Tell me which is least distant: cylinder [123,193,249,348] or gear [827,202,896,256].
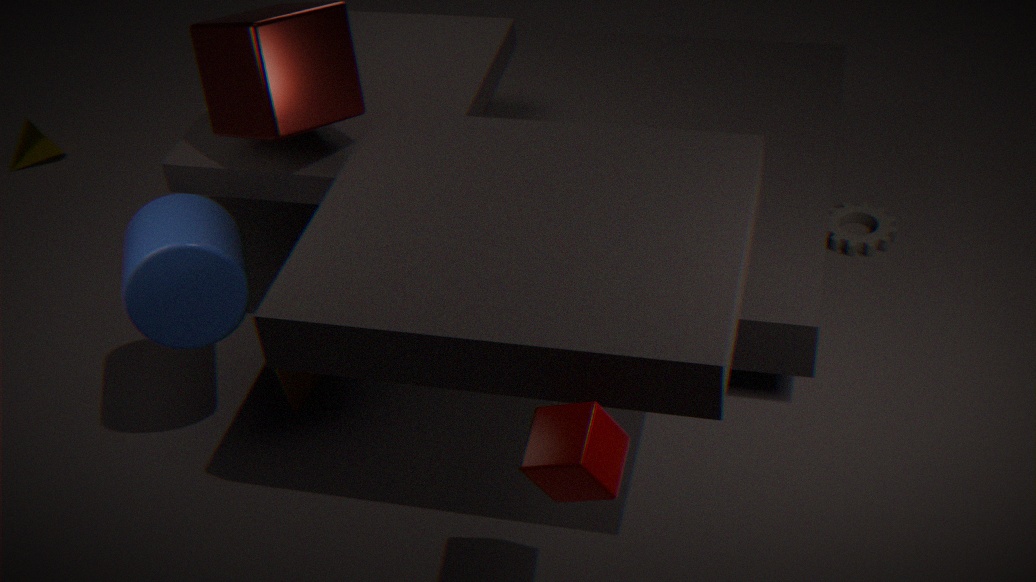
cylinder [123,193,249,348]
